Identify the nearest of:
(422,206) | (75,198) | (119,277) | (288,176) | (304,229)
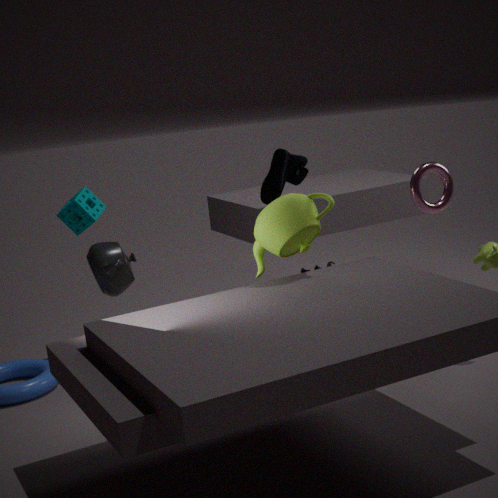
(304,229)
